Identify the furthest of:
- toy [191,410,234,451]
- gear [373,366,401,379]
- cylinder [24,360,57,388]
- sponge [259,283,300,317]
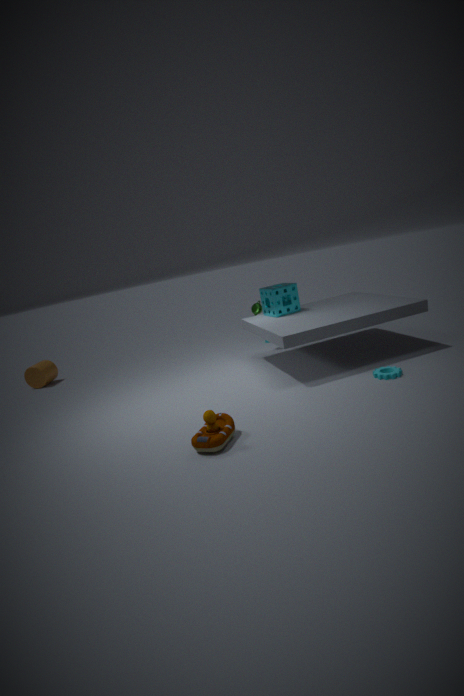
cylinder [24,360,57,388]
